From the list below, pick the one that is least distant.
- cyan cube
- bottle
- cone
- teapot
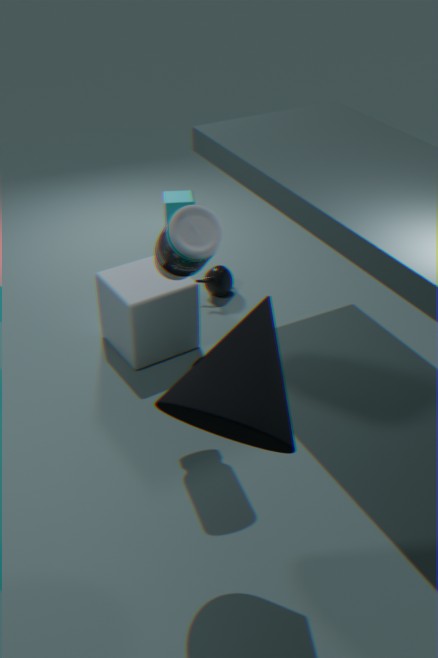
cone
